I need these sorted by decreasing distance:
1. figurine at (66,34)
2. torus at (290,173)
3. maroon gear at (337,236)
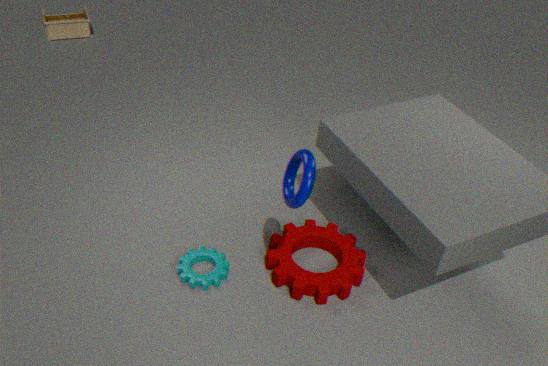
1. figurine at (66,34)
2. maroon gear at (337,236)
3. torus at (290,173)
